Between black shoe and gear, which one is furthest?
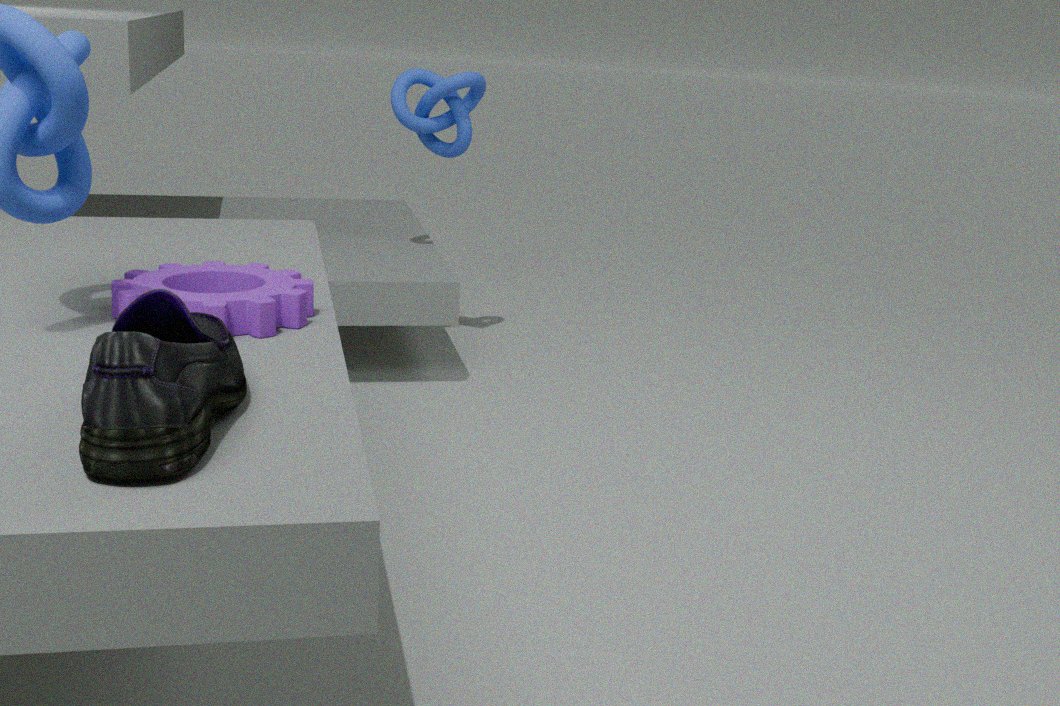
gear
